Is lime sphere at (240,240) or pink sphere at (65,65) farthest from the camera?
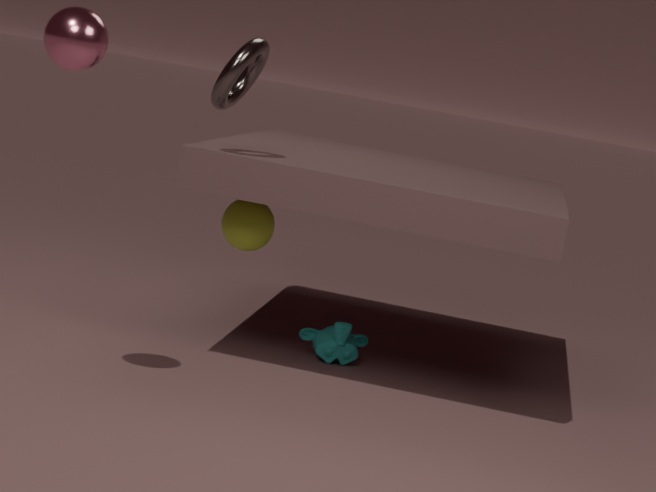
lime sphere at (240,240)
